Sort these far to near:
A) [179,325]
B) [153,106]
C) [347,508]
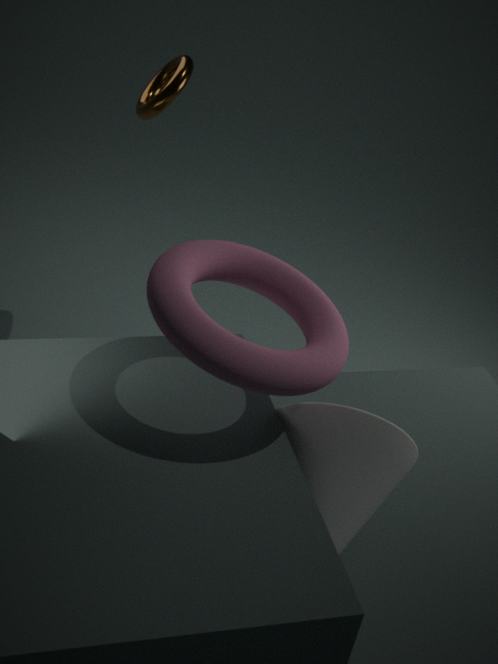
[153,106] → [347,508] → [179,325]
